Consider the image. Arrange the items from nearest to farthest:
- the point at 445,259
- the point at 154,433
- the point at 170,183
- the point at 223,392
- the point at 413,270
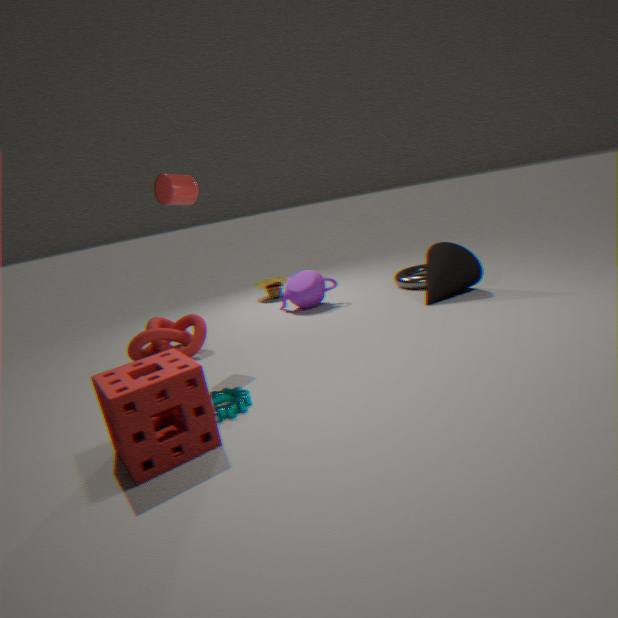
the point at 154,433, the point at 223,392, the point at 170,183, the point at 445,259, the point at 413,270
